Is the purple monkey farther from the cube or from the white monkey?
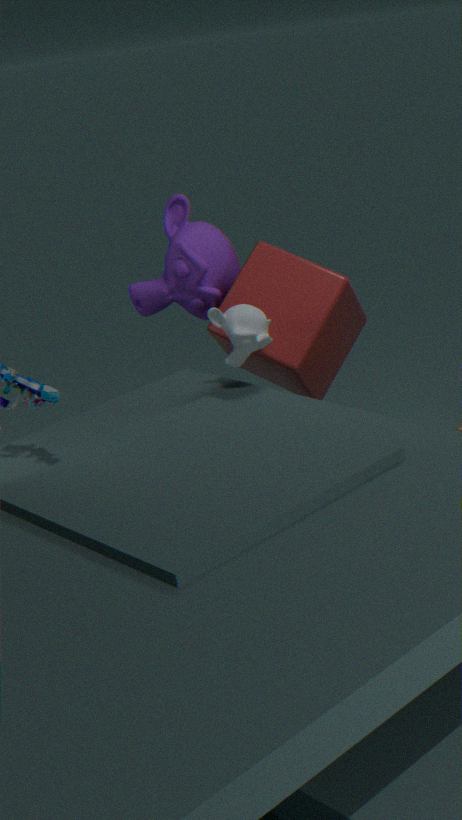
the white monkey
